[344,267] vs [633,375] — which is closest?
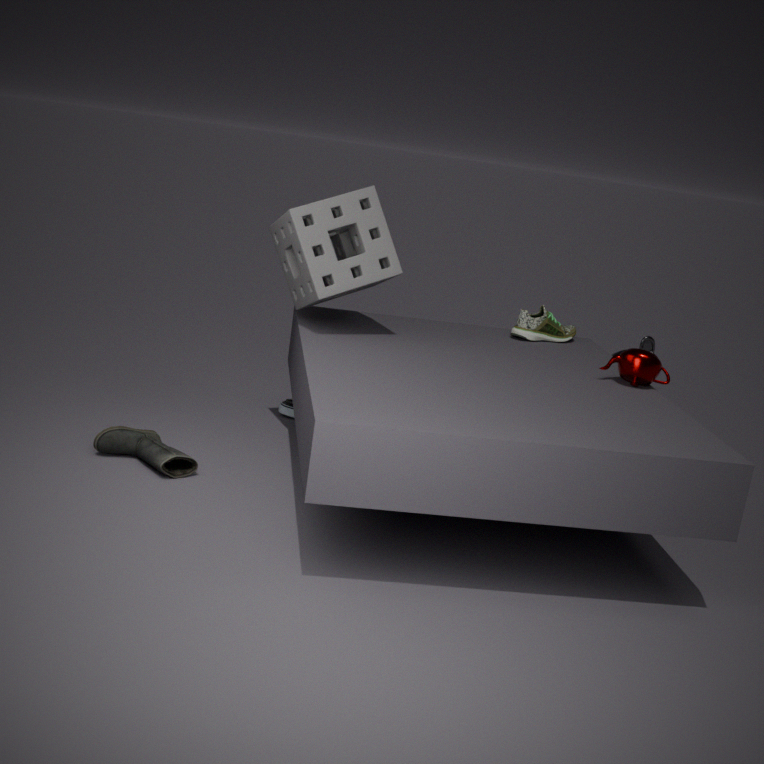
[633,375]
